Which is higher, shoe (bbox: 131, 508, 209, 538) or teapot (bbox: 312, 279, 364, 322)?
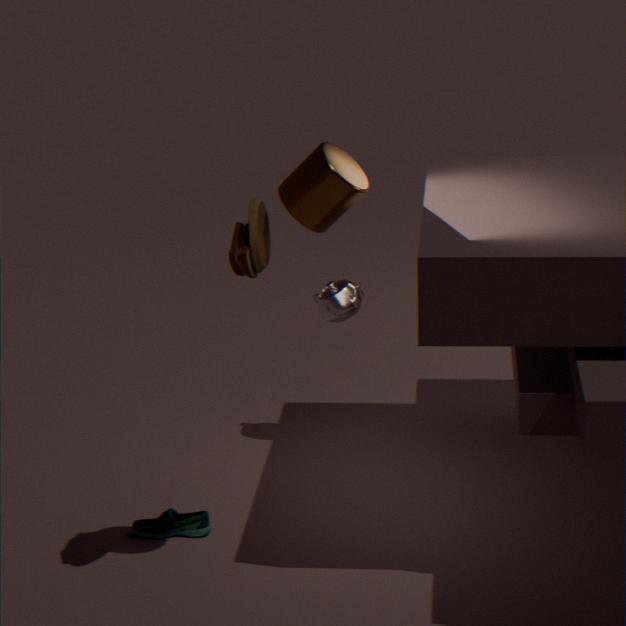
teapot (bbox: 312, 279, 364, 322)
